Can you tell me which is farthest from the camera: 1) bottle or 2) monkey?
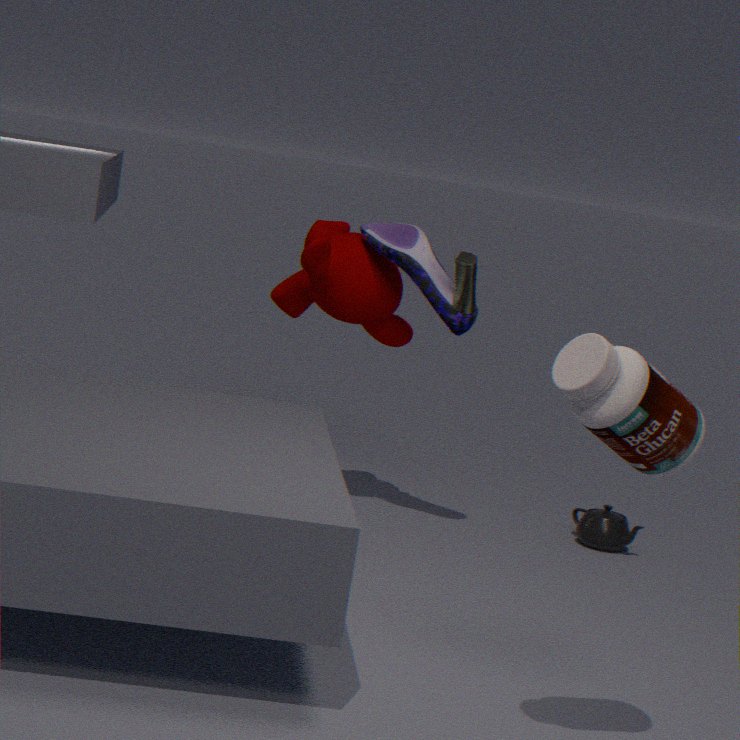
2. monkey
